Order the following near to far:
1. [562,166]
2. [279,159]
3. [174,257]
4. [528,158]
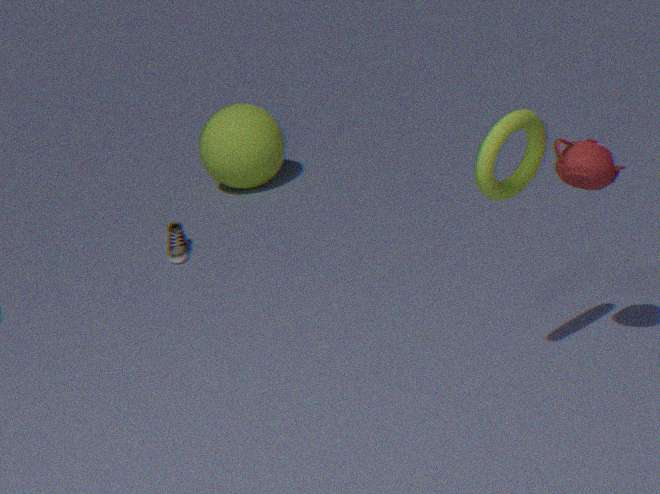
[562,166]
[528,158]
[174,257]
[279,159]
